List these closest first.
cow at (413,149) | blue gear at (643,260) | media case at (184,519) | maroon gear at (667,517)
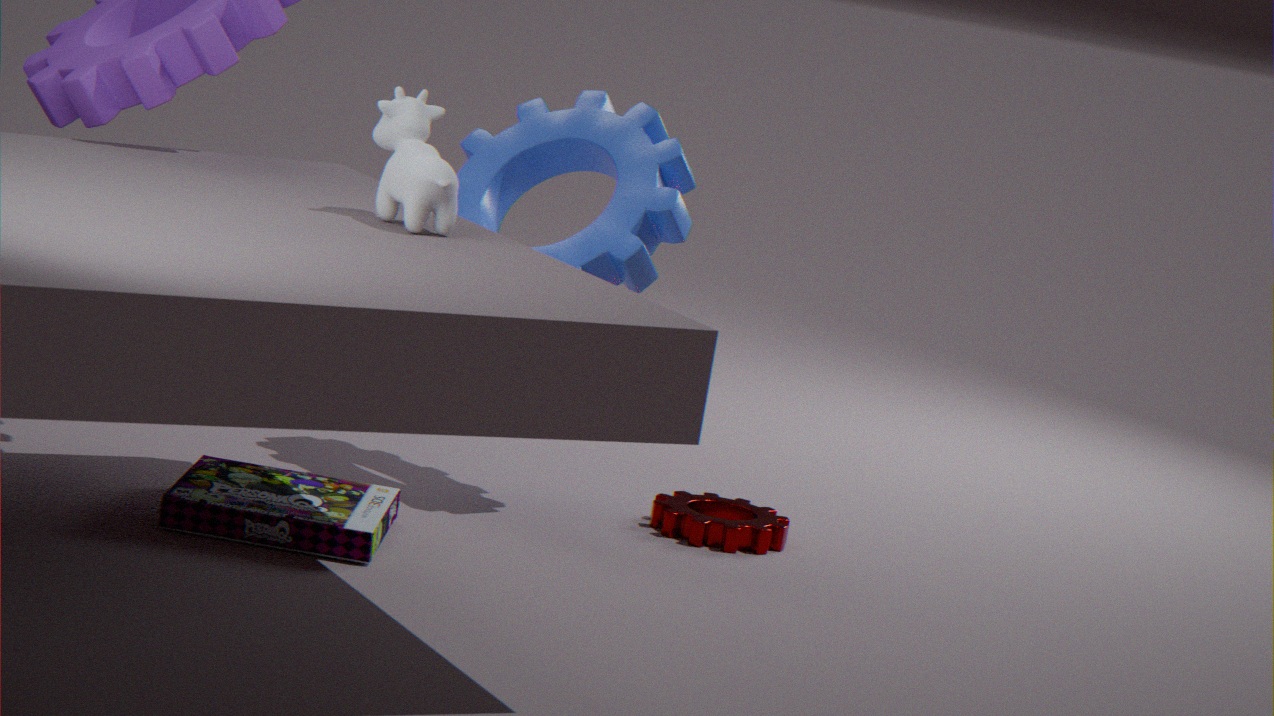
cow at (413,149), media case at (184,519), blue gear at (643,260), maroon gear at (667,517)
